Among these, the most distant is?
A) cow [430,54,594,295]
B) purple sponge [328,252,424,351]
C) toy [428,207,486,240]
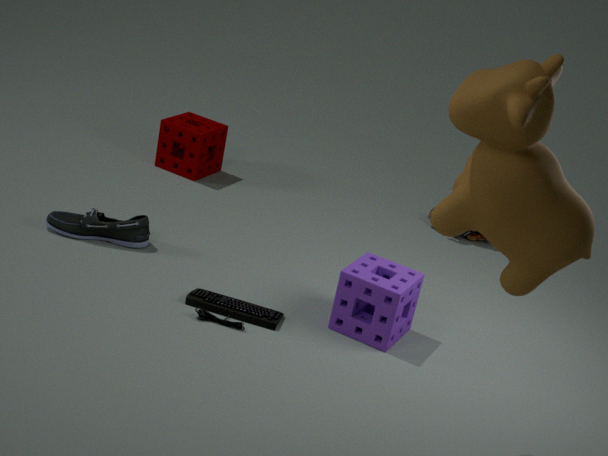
toy [428,207,486,240]
